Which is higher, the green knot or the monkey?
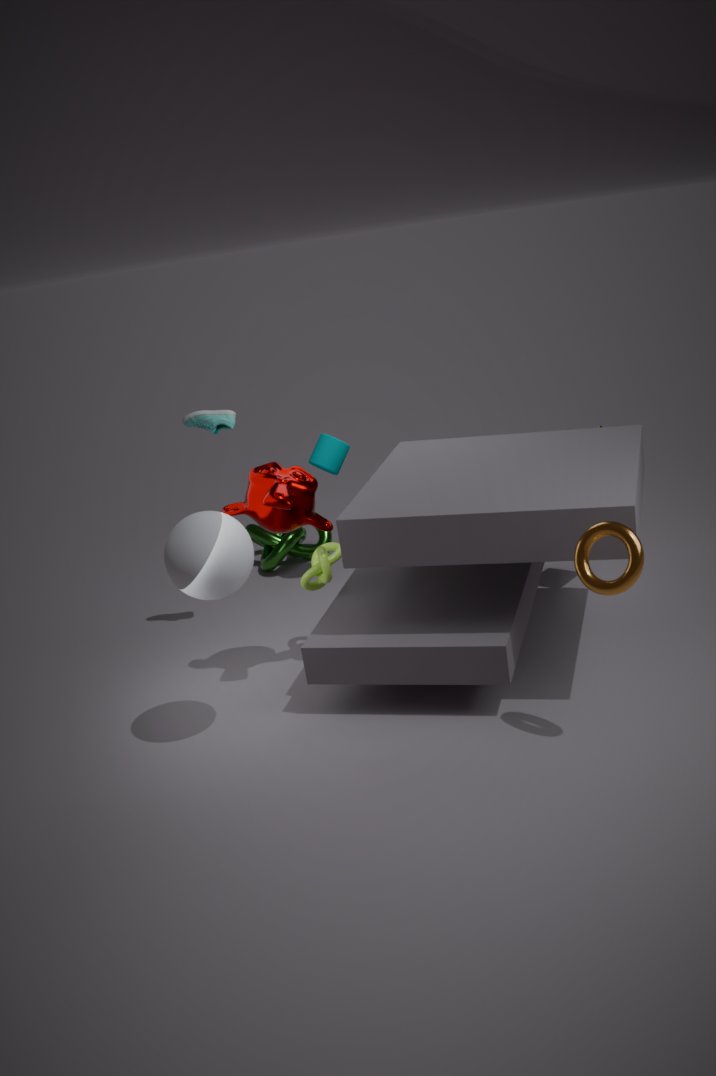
the monkey
